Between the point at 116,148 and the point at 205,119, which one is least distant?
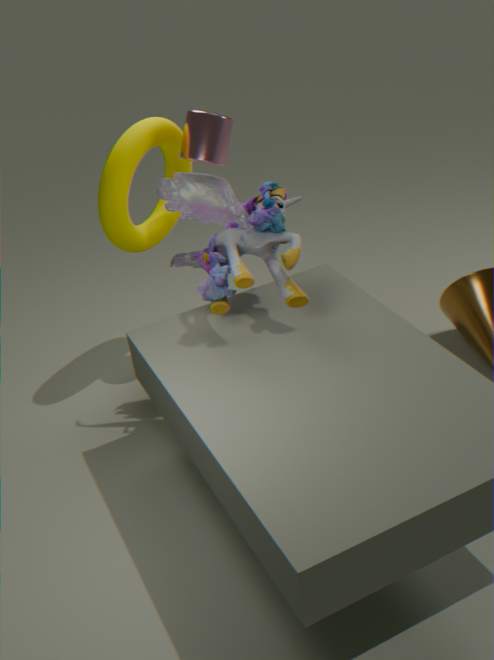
the point at 116,148
